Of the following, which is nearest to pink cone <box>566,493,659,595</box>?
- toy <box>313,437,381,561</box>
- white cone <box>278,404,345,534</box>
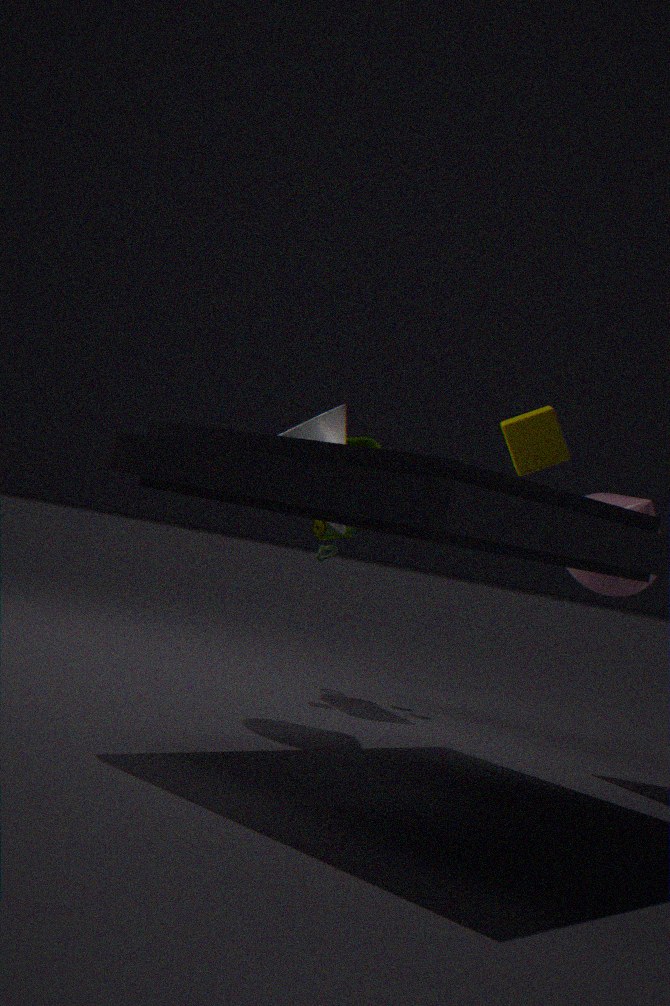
toy <box>313,437,381,561</box>
